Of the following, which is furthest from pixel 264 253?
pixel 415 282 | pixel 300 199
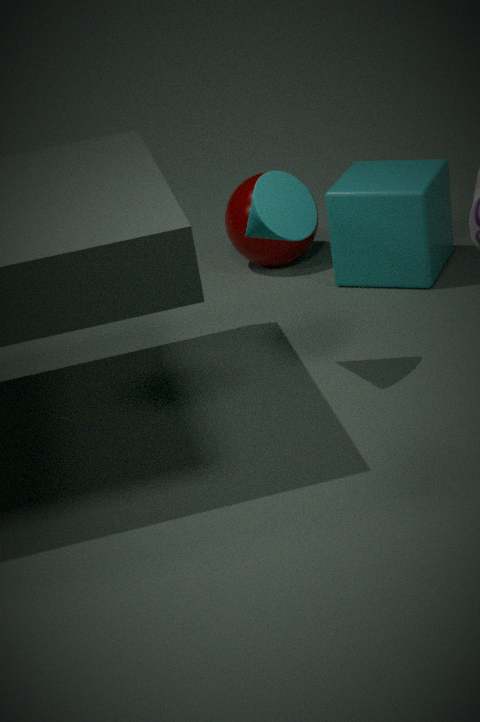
pixel 300 199
